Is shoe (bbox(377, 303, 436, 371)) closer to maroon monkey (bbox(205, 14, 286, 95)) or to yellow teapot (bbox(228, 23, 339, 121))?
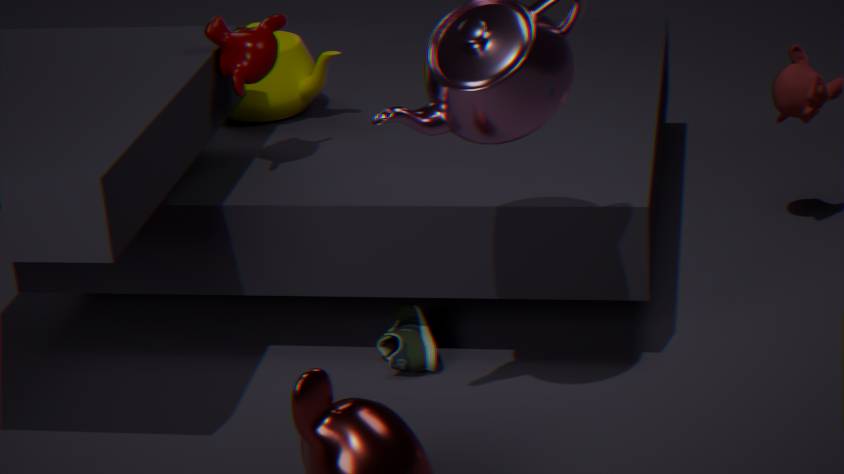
yellow teapot (bbox(228, 23, 339, 121))
